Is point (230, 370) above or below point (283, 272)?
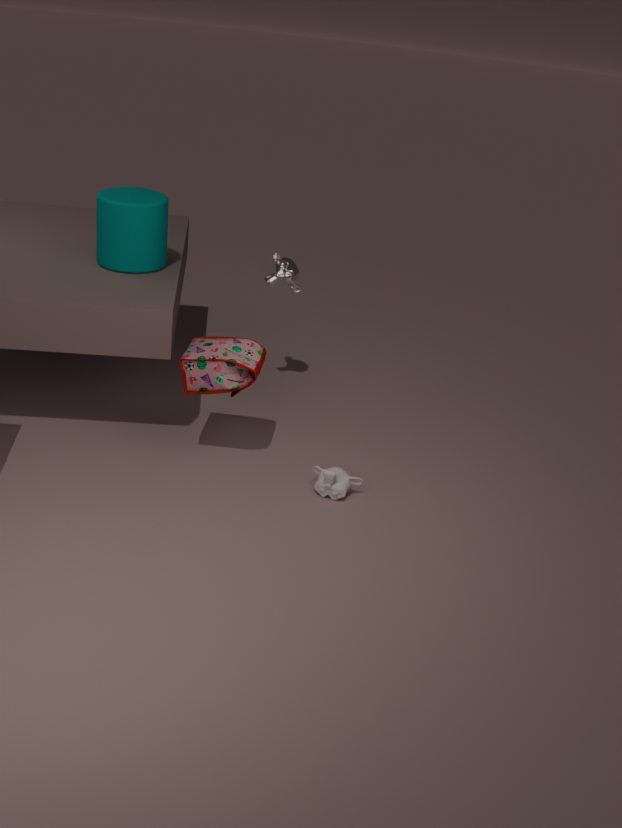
below
